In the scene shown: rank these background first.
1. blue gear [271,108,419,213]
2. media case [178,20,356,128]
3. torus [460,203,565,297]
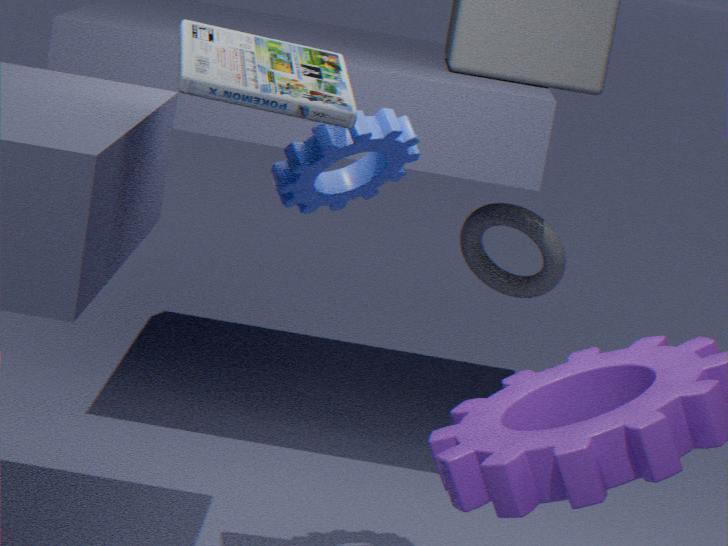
torus [460,203,565,297]
blue gear [271,108,419,213]
media case [178,20,356,128]
